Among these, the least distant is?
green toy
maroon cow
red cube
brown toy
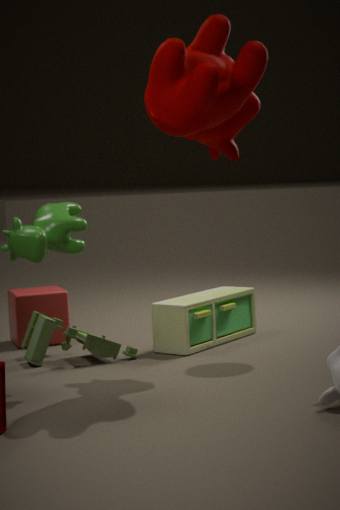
maroon cow
